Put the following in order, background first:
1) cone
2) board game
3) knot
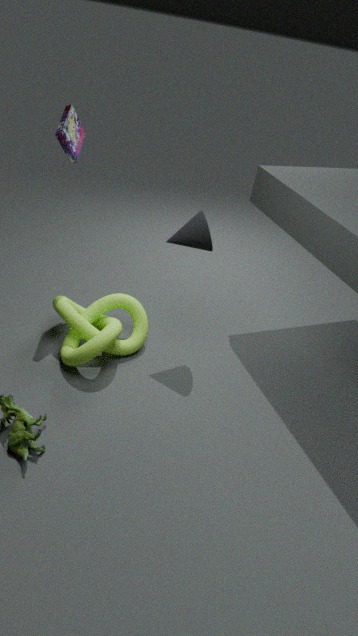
2. board game → 3. knot → 1. cone
